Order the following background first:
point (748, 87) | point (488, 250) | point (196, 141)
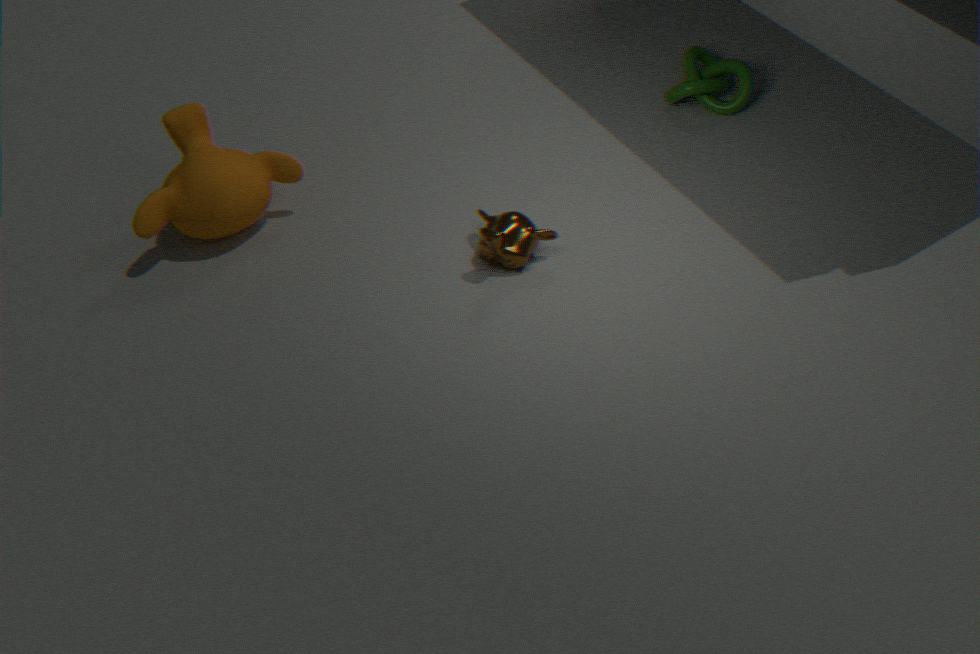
point (748, 87)
point (196, 141)
point (488, 250)
